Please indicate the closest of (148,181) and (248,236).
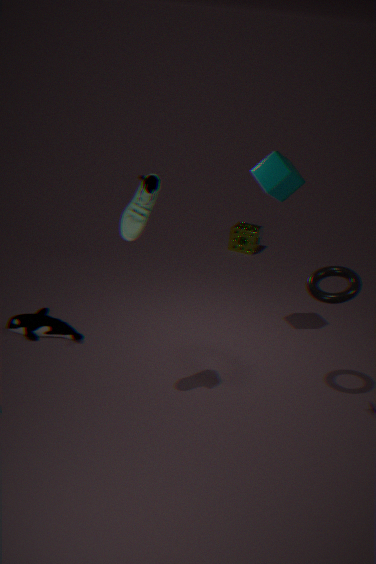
(148,181)
